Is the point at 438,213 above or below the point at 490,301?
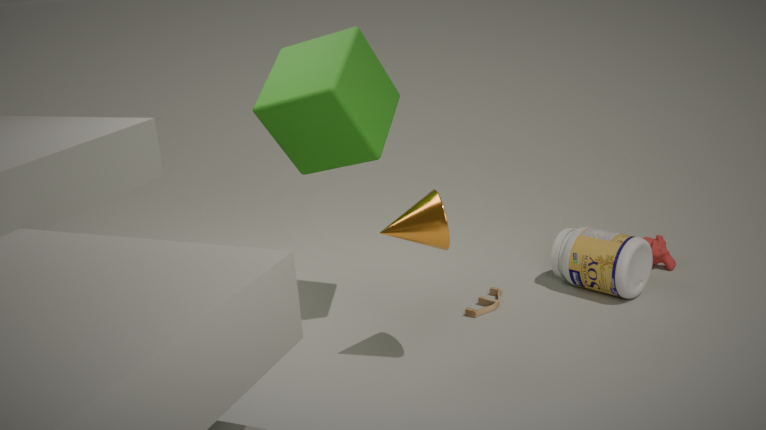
above
